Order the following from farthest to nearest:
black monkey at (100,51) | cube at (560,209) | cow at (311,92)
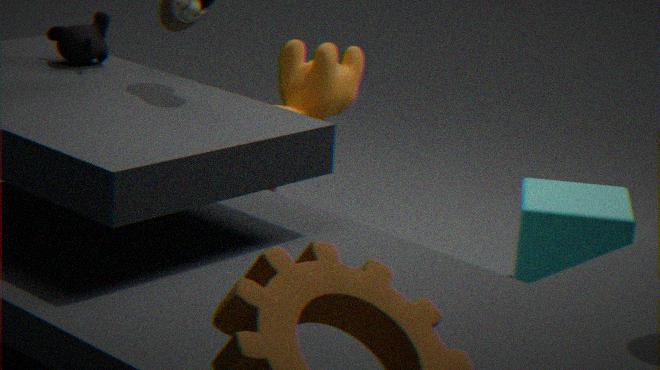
cow at (311,92), cube at (560,209), black monkey at (100,51)
